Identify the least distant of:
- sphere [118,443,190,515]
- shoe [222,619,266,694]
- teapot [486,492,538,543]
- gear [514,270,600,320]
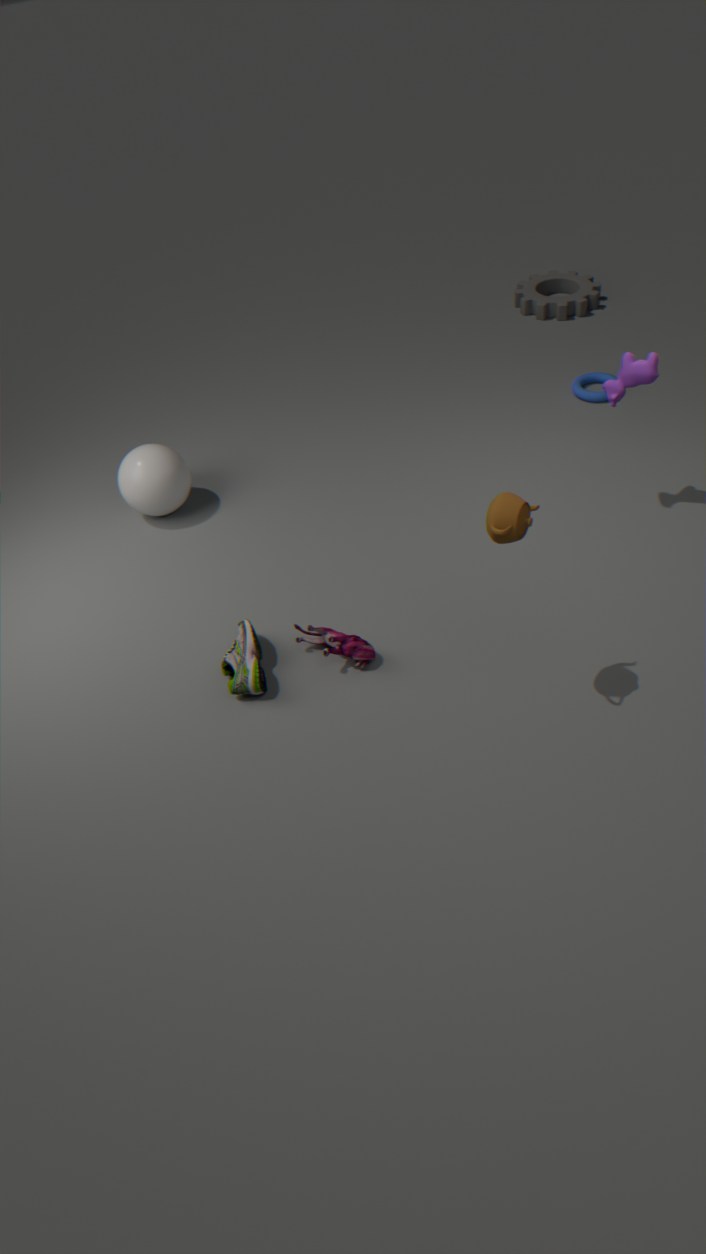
teapot [486,492,538,543]
